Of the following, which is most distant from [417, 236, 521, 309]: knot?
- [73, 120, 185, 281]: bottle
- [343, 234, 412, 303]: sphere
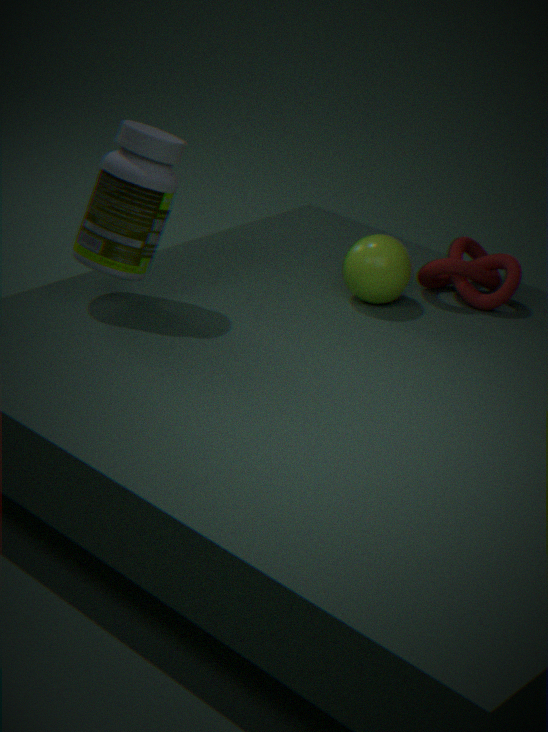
[73, 120, 185, 281]: bottle
